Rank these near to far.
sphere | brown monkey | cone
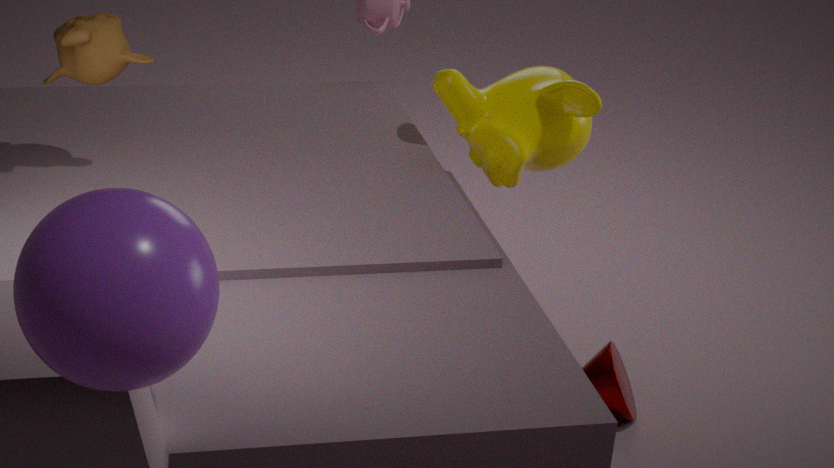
sphere < brown monkey < cone
